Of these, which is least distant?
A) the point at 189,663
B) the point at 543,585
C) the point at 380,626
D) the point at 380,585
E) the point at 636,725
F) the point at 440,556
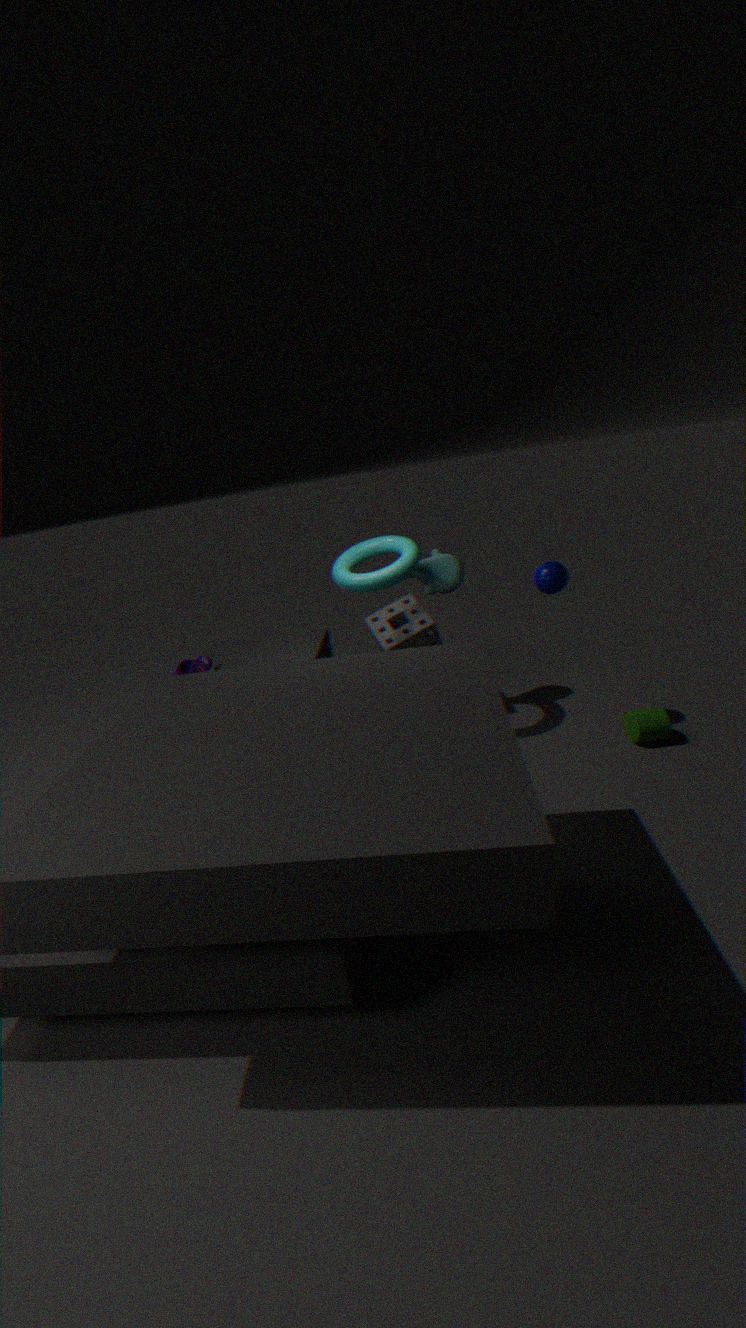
the point at 543,585
